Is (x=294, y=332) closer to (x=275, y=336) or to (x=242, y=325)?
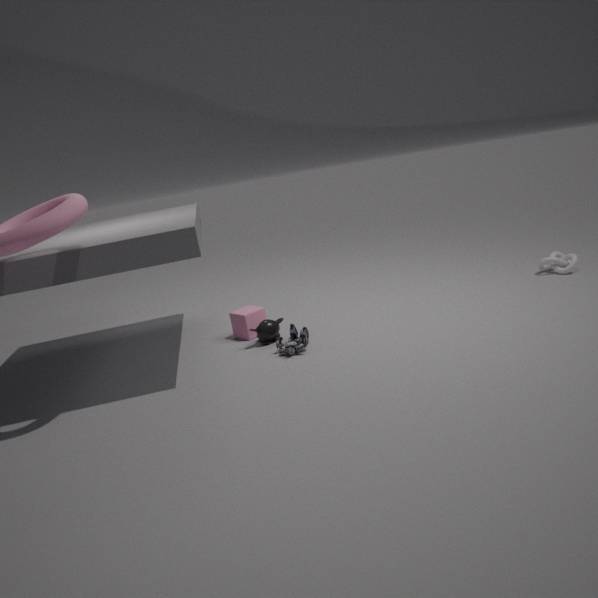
(x=275, y=336)
